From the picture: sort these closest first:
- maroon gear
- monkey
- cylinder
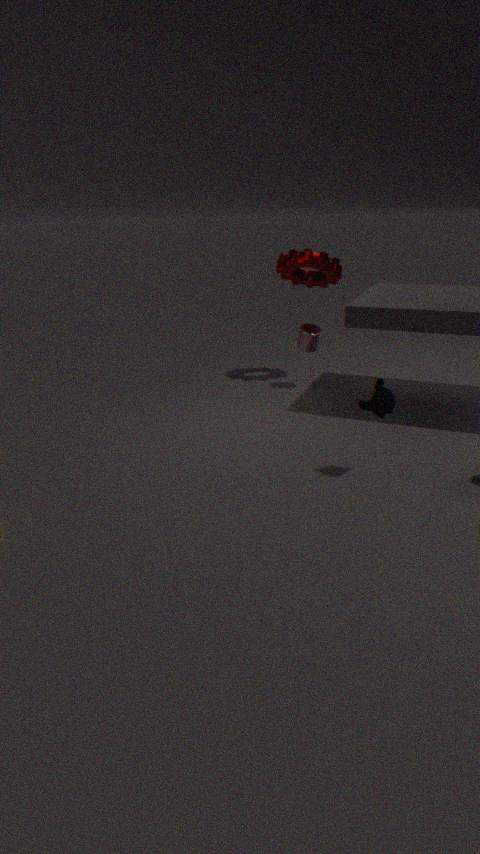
monkey → maroon gear → cylinder
